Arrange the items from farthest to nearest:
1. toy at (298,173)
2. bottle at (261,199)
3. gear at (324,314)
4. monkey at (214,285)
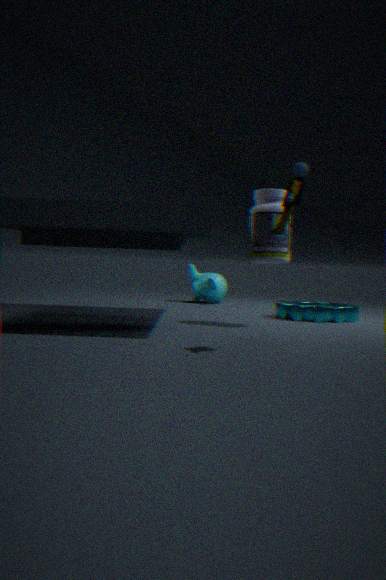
monkey at (214,285), gear at (324,314), bottle at (261,199), toy at (298,173)
